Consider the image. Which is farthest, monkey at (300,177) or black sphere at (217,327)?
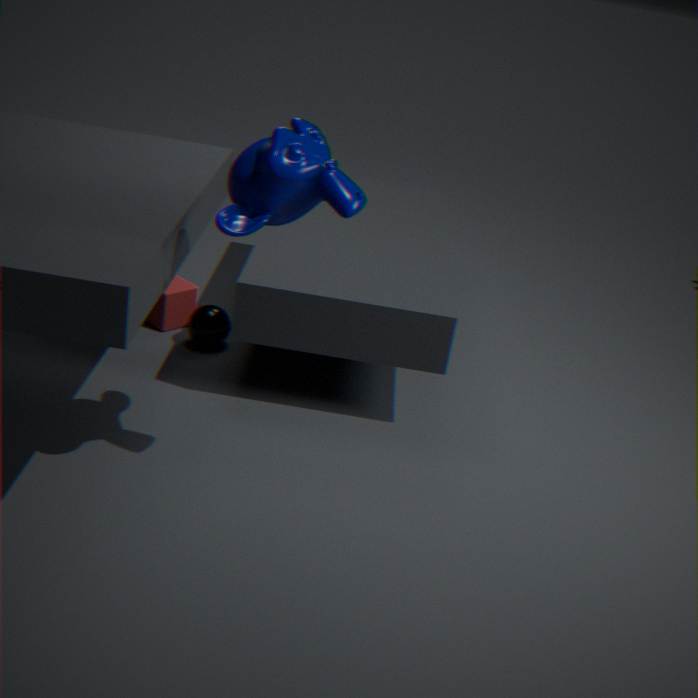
black sphere at (217,327)
